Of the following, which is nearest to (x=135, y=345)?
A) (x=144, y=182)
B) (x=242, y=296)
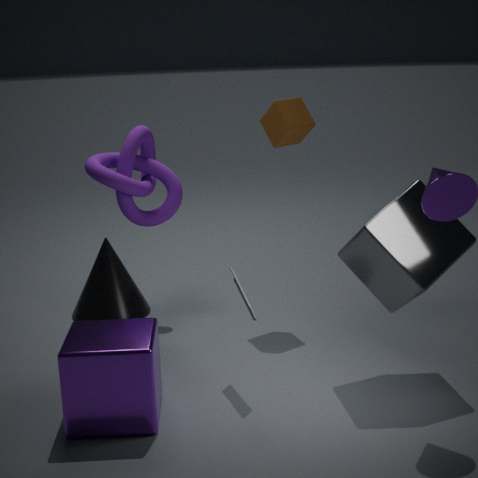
(x=242, y=296)
